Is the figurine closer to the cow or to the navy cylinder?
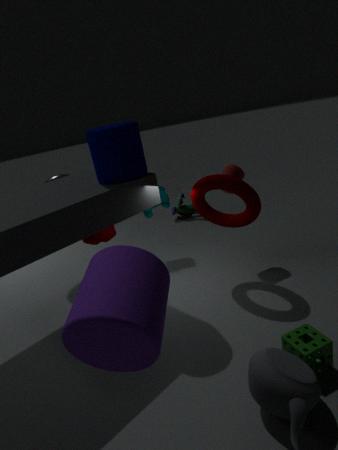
the cow
